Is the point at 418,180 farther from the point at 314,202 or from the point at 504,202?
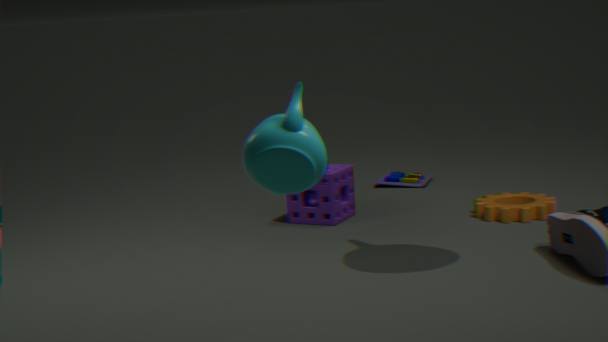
the point at 504,202
